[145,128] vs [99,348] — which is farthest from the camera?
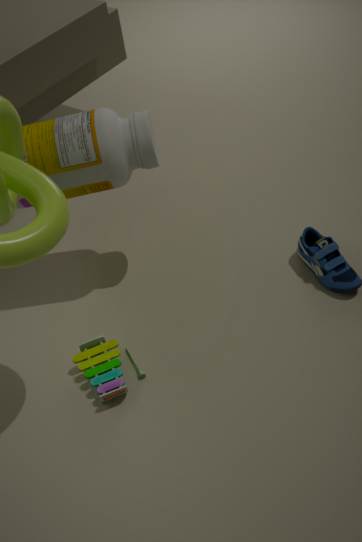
[99,348]
